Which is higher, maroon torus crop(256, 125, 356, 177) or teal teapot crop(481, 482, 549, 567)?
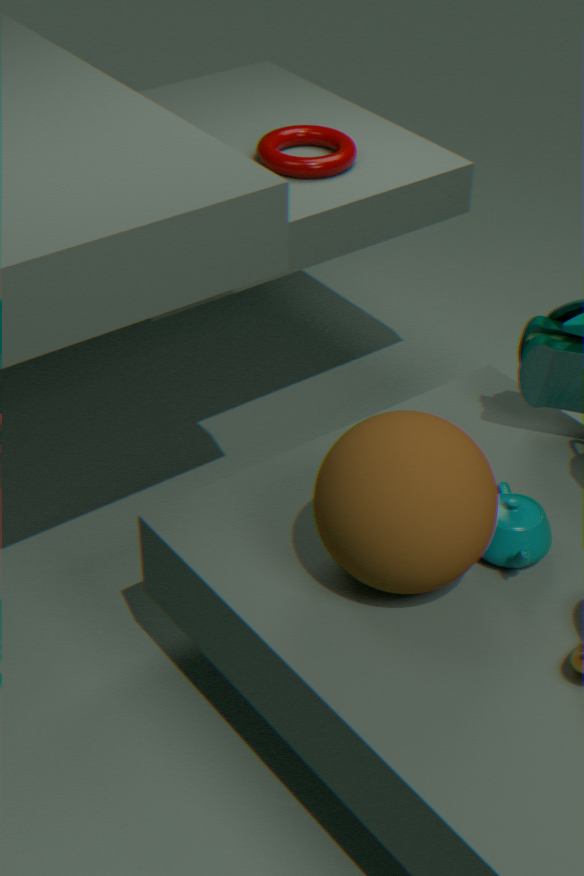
maroon torus crop(256, 125, 356, 177)
